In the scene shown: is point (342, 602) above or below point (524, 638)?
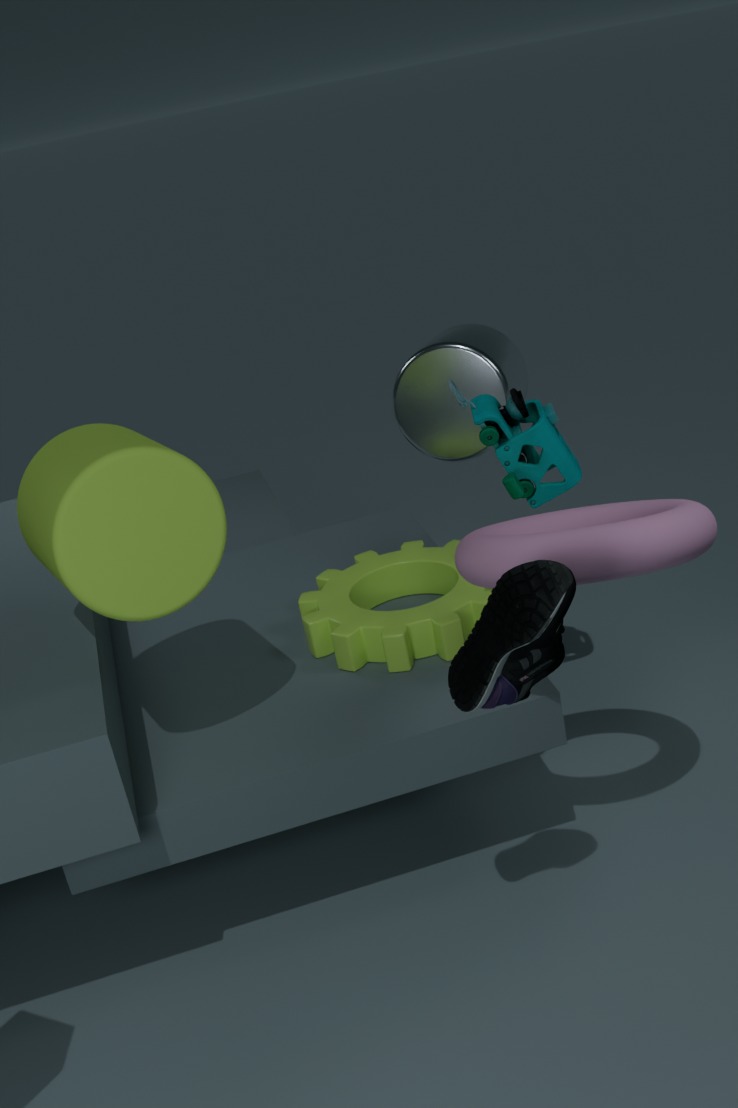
below
